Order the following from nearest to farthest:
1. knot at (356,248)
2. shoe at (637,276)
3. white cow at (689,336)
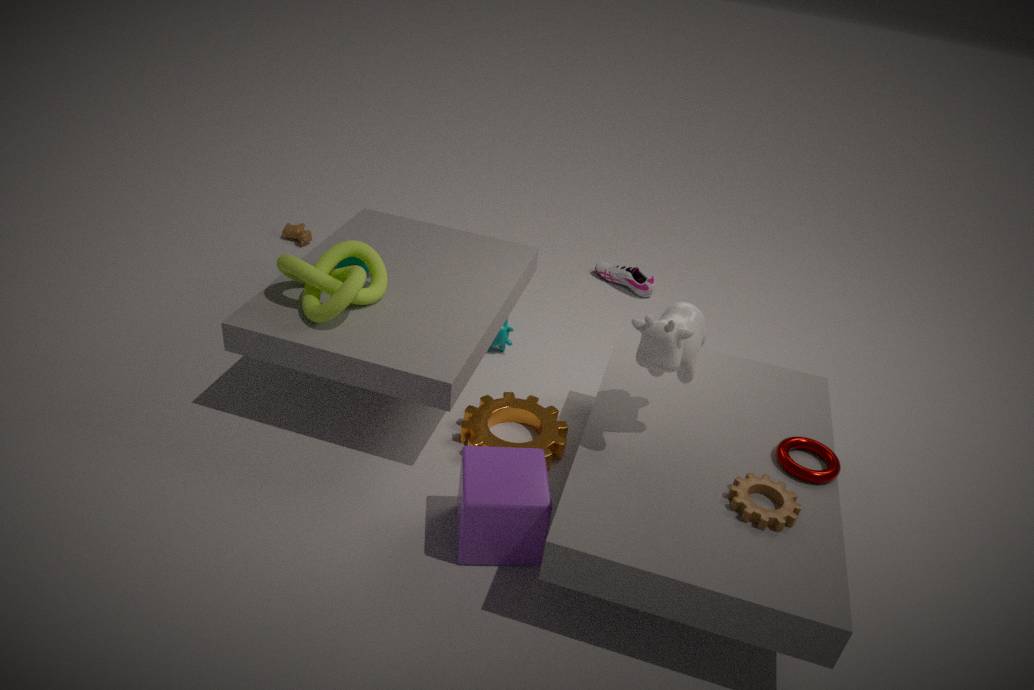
white cow at (689,336), knot at (356,248), shoe at (637,276)
